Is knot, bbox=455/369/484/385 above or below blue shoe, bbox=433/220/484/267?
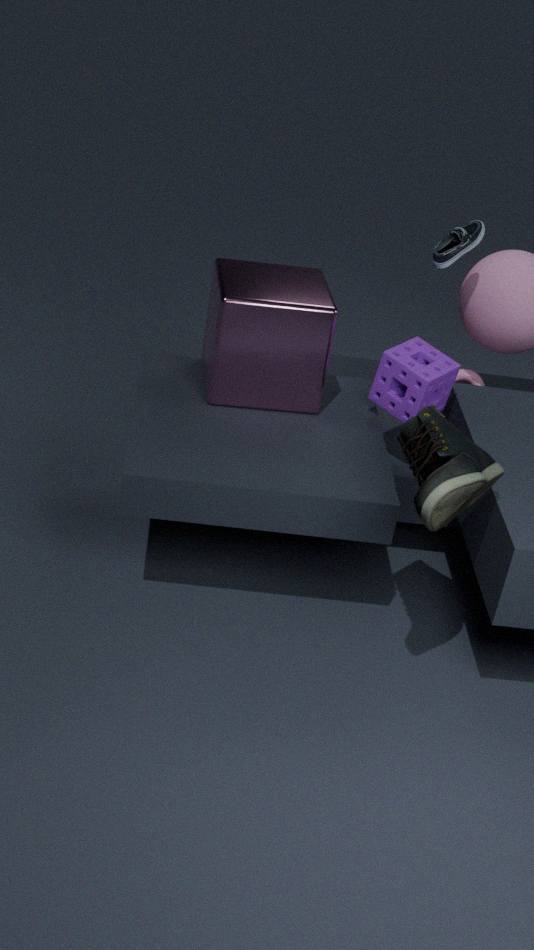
below
